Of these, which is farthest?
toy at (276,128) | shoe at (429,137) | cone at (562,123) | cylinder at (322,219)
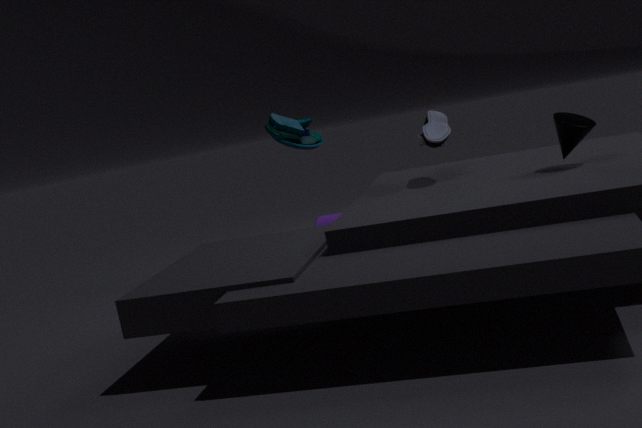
toy at (276,128)
